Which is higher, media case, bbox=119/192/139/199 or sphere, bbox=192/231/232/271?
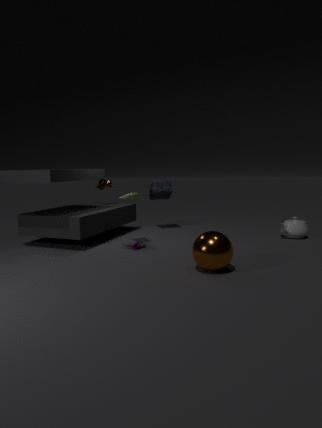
media case, bbox=119/192/139/199
